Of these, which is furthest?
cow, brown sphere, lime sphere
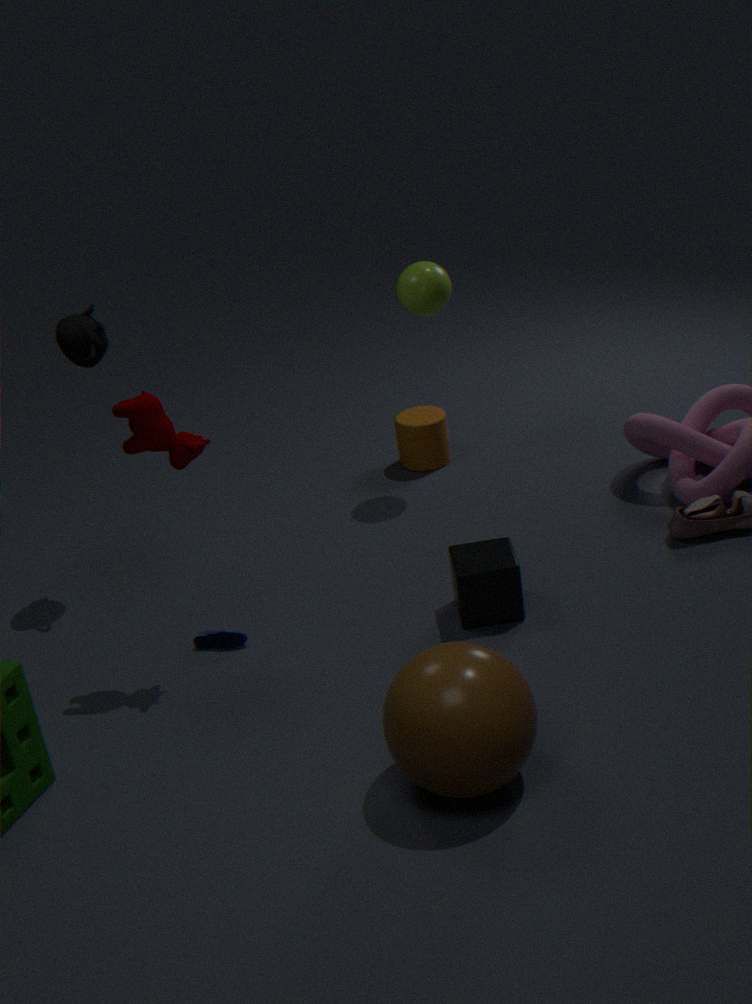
lime sphere
